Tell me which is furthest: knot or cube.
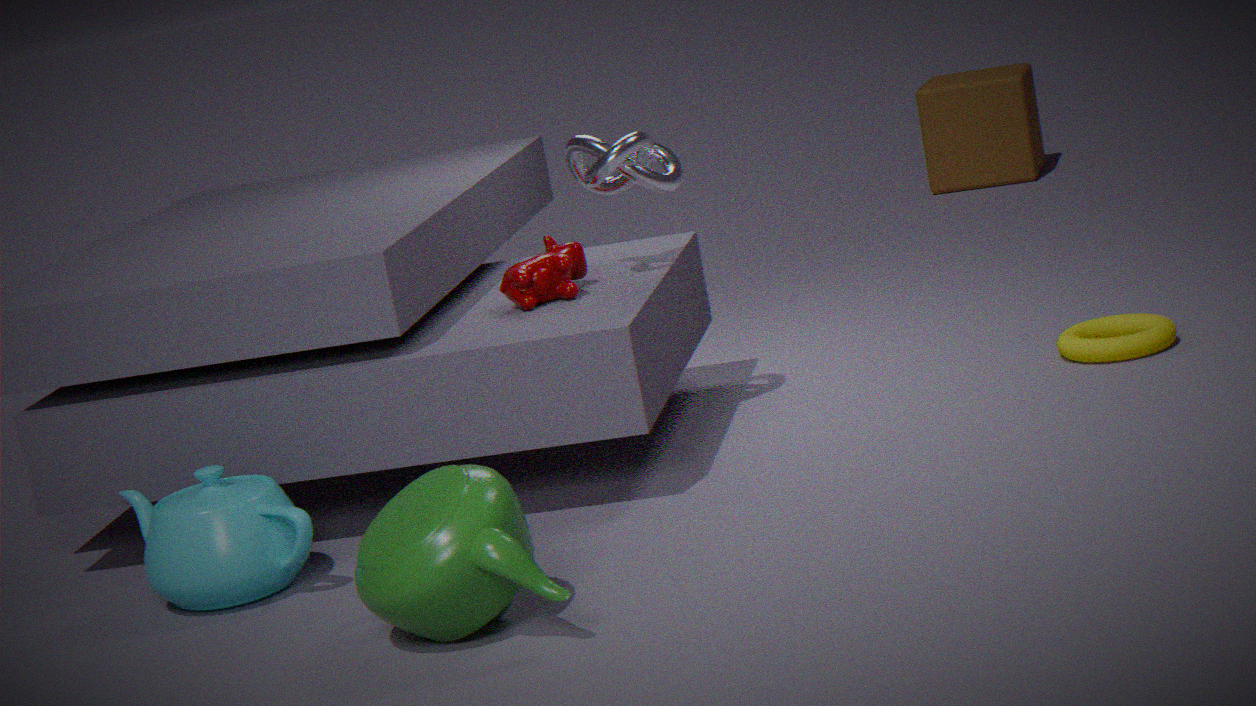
cube
